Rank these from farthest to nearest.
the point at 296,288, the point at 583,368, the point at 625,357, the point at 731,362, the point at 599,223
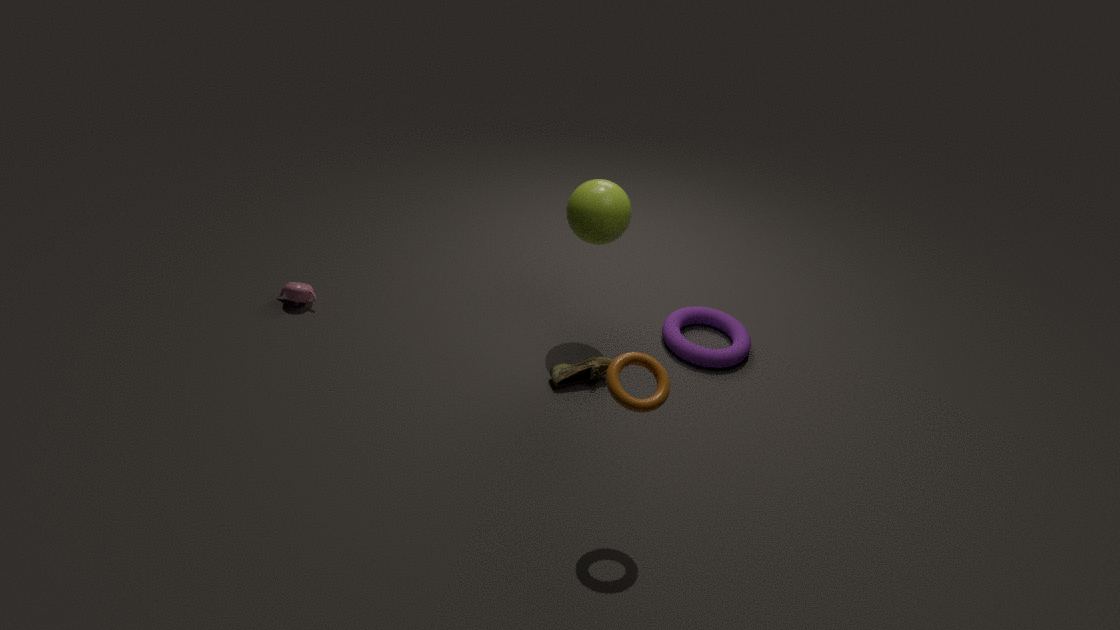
the point at 731,362
the point at 296,288
the point at 583,368
the point at 599,223
the point at 625,357
